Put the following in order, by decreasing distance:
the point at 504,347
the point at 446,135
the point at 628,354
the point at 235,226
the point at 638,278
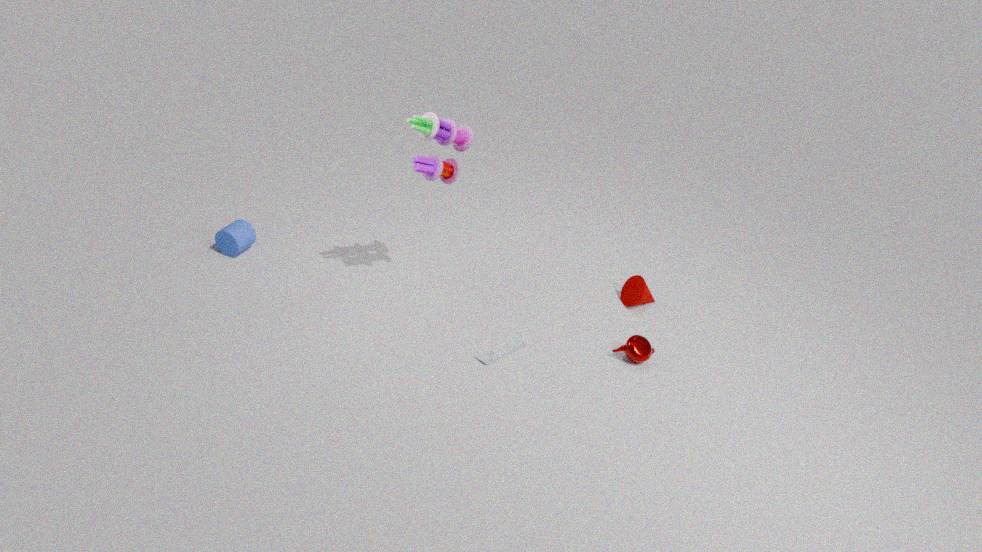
1. the point at 638,278
2. the point at 235,226
3. the point at 628,354
4. the point at 504,347
5. the point at 446,135
